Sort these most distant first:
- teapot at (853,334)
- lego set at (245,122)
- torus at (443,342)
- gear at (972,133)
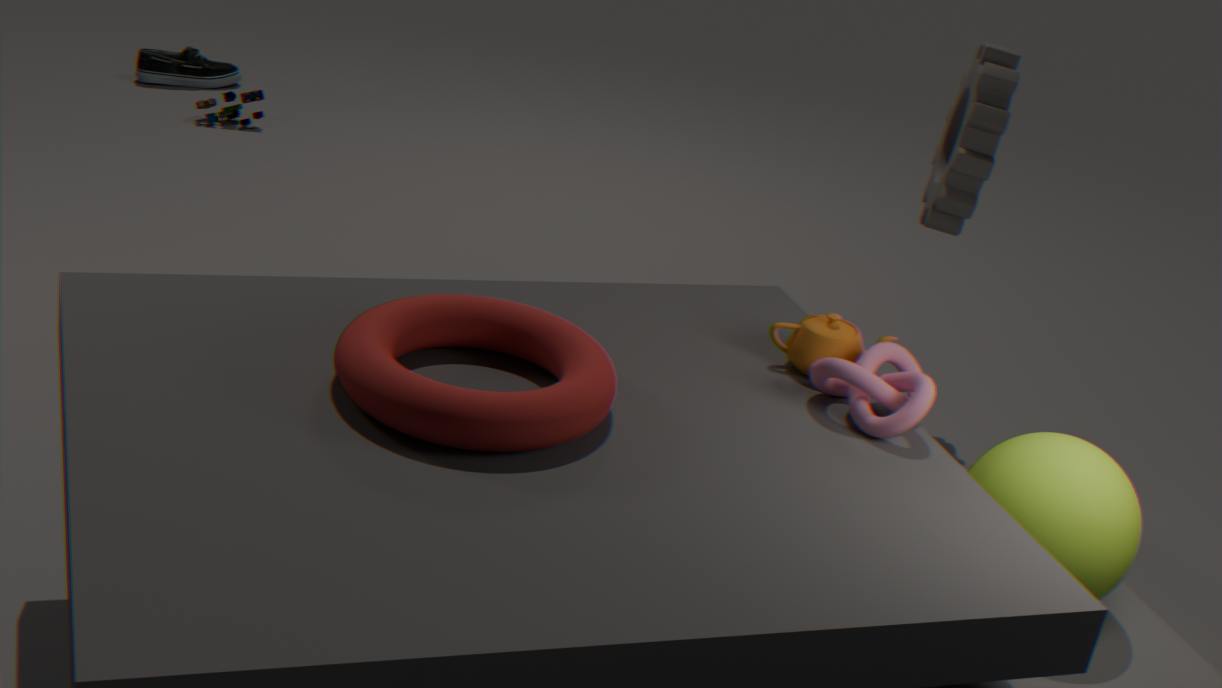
1. lego set at (245,122)
2. gear at (972,133)
3. teapot at (853,334)
4. torus at (443,342)
